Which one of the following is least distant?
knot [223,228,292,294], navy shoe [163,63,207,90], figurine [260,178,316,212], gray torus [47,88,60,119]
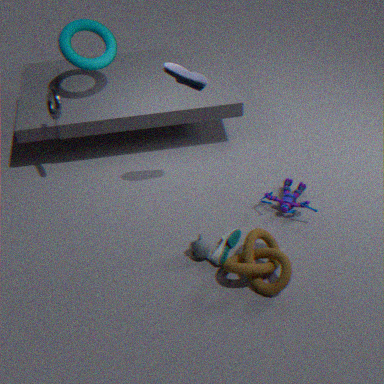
knot [223,228,292,294]
